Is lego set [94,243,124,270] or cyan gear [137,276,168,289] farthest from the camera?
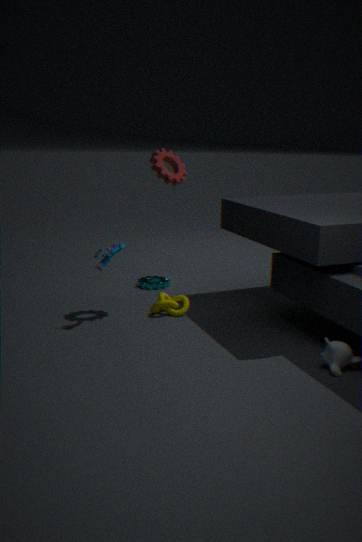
cyan gear [137,276,168,289]
